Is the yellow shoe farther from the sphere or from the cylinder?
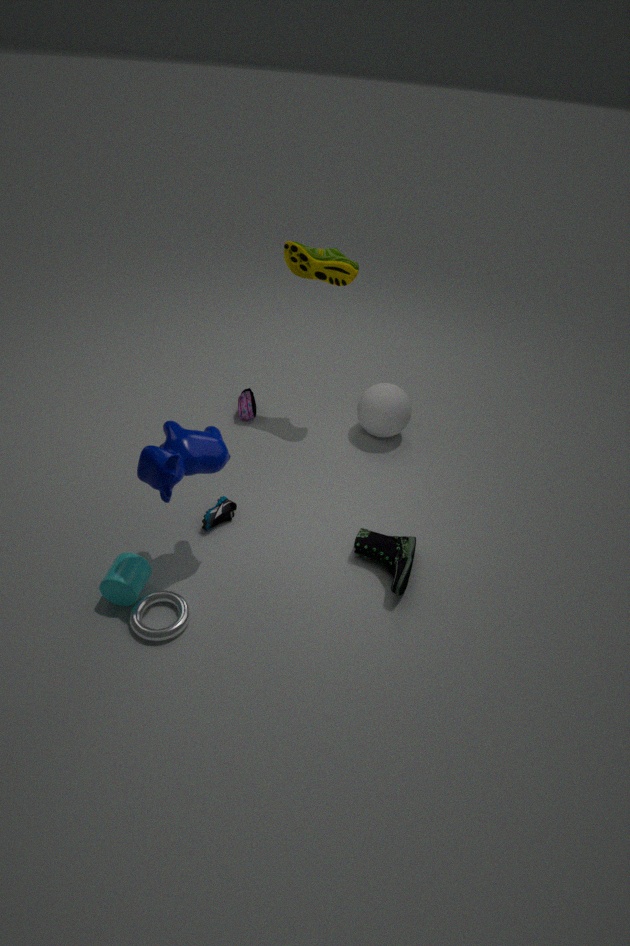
the cylinder
